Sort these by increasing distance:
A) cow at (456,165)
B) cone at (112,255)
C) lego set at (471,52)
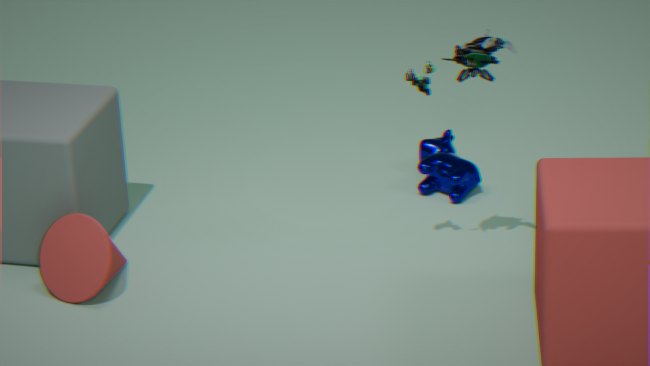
1. lego set at (471,52)
2. cone at (112,255)
3. cow at (456,165)
